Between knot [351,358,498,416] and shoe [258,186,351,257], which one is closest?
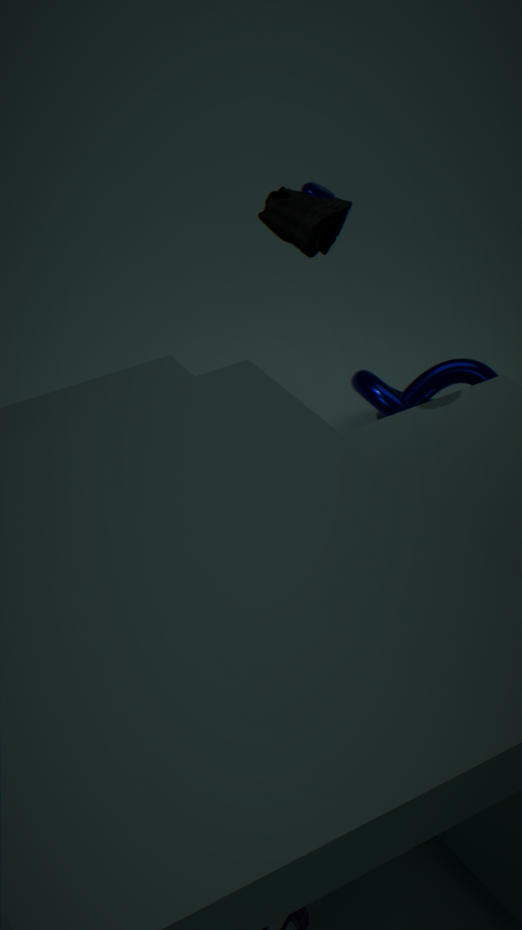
shoe [258,186,351,257]
